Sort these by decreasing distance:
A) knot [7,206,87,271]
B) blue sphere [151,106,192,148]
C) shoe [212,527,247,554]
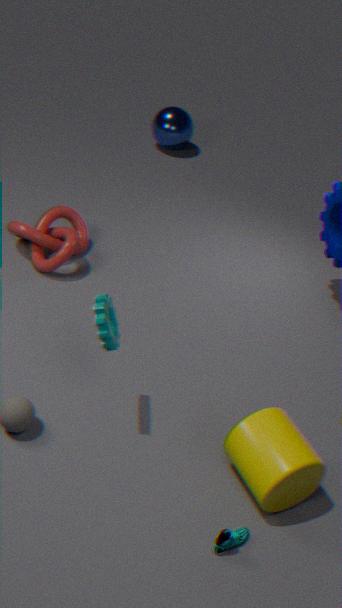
blue sphere [151,106,192,148]
knot [7,206,87,271]
shoe [212,527,247,554]
